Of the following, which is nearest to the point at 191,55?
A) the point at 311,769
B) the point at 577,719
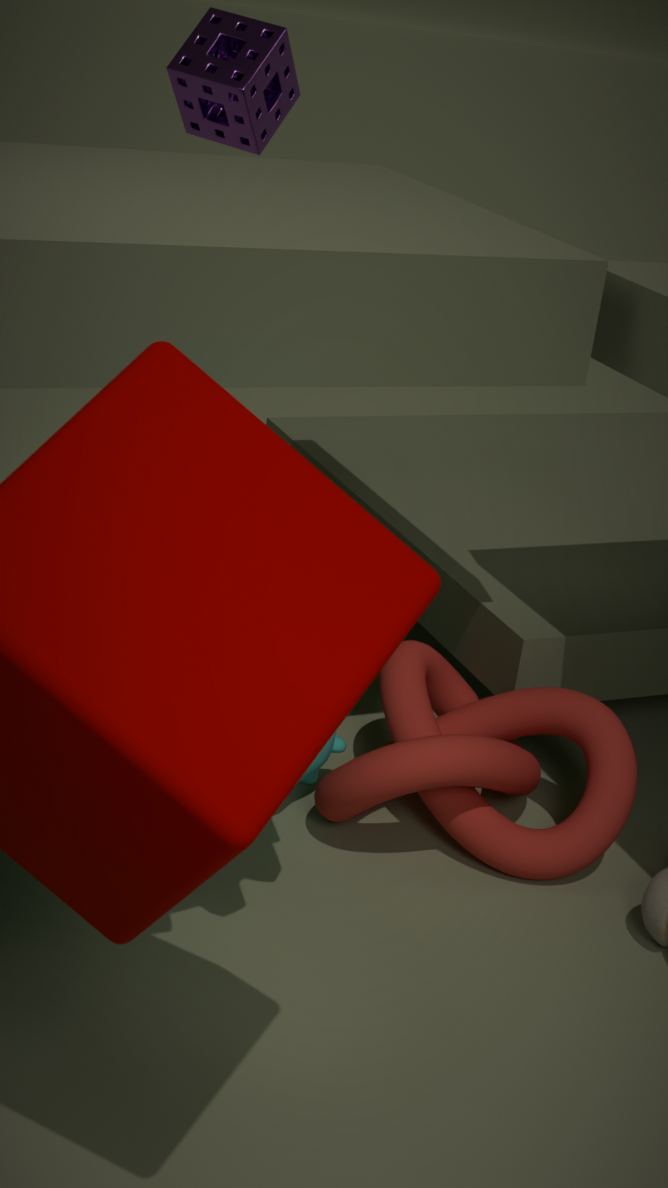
the point at 311,769
